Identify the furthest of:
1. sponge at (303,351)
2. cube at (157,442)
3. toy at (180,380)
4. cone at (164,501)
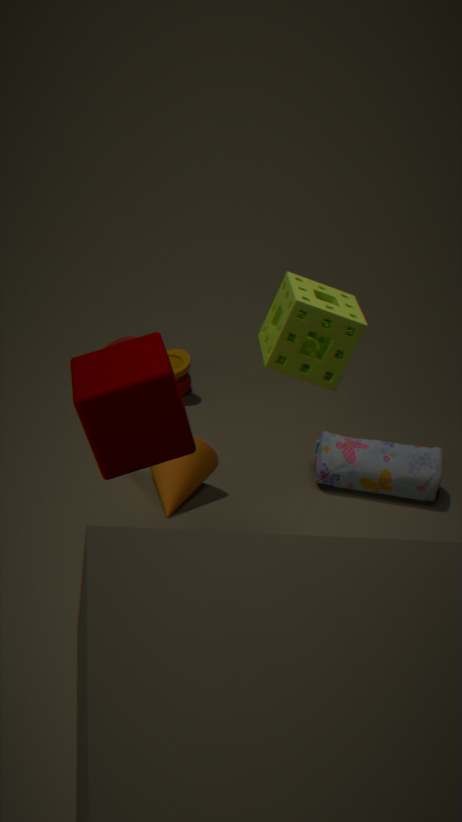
toy at (180,380)
